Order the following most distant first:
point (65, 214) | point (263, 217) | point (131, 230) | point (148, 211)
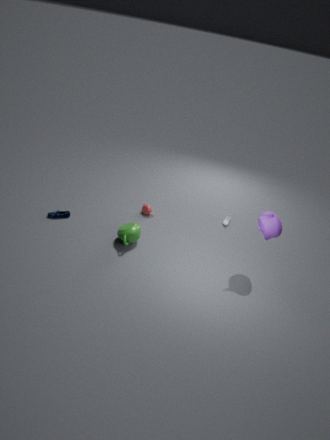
1. point (148, 211)
2. point (65, 214)
3. point (131, 230)
4. point (263, 217)
